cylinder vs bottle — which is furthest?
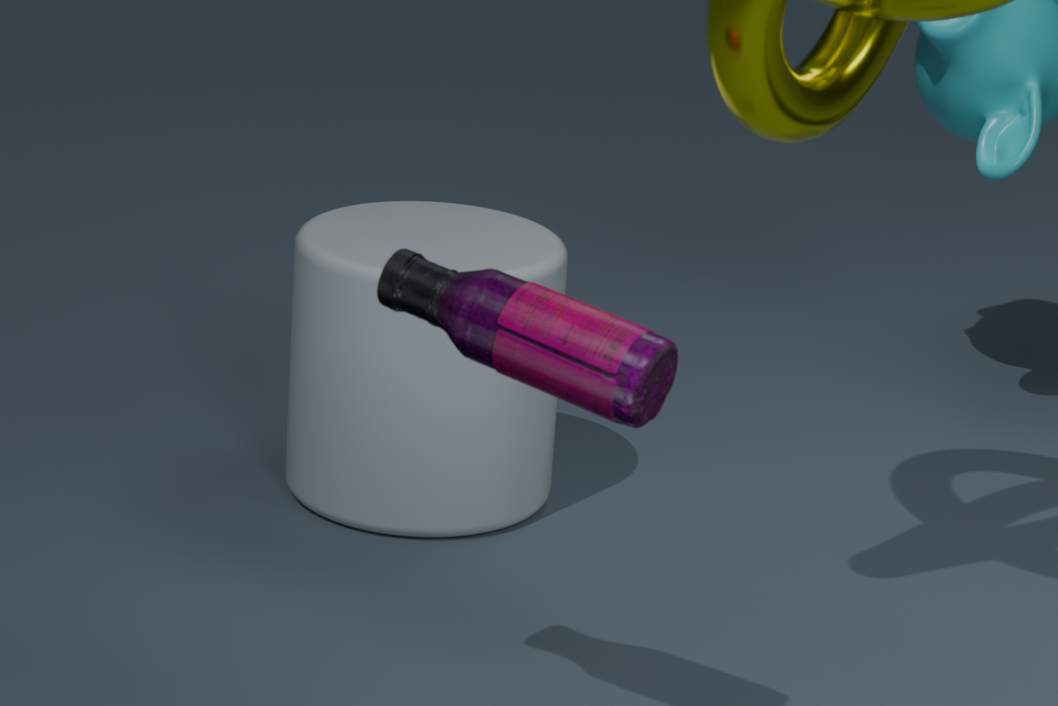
cylinder
